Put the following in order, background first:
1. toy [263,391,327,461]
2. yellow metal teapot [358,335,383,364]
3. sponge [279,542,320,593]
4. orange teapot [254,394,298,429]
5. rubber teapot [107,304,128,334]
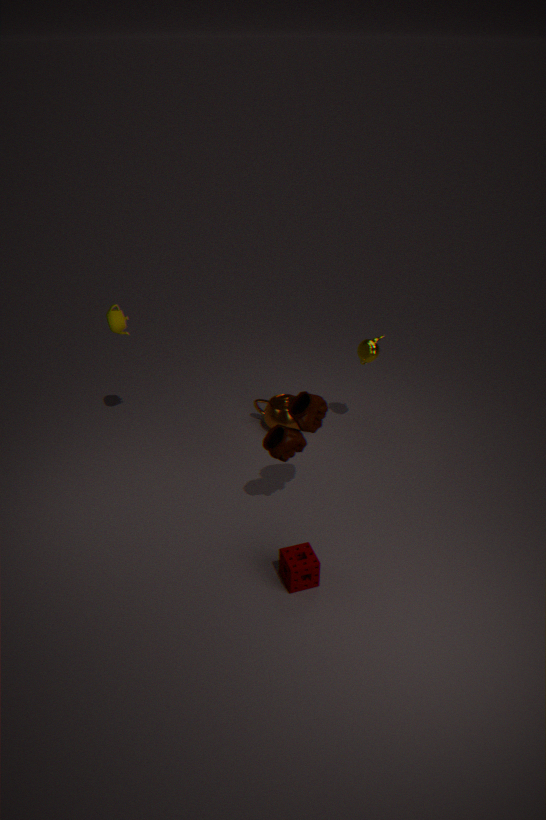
orange teapot [254,394,298,429], yellow metal teapot [358,335,383,364], rubber teapot [107,304,128,334], toy [263,391,327,461], sponge [279,542,320,593]
